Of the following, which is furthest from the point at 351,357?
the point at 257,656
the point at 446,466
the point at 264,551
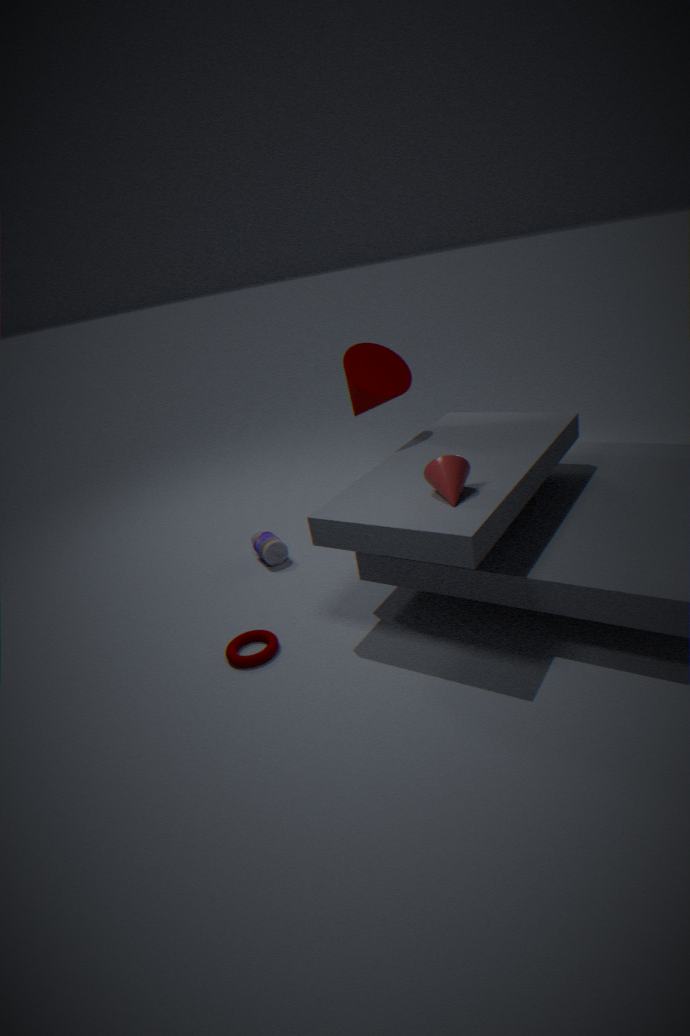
the point at 257,656
